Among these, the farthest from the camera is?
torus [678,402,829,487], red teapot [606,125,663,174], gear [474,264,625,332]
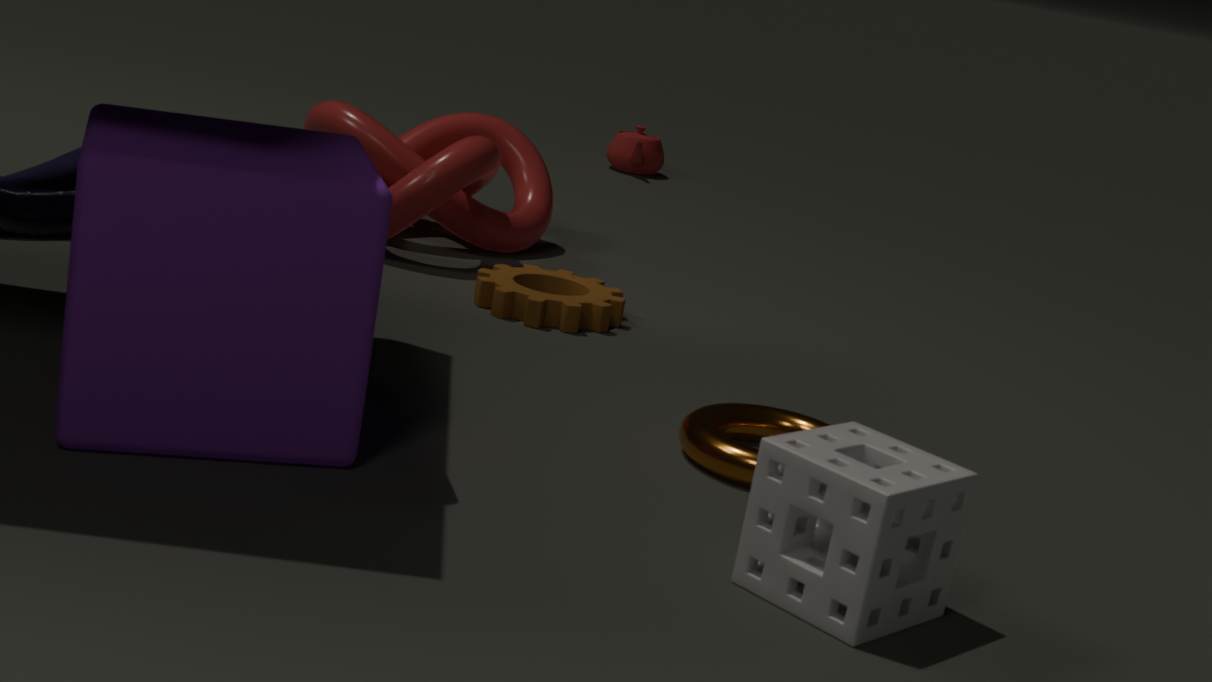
red teapot [606,125,663,174]
